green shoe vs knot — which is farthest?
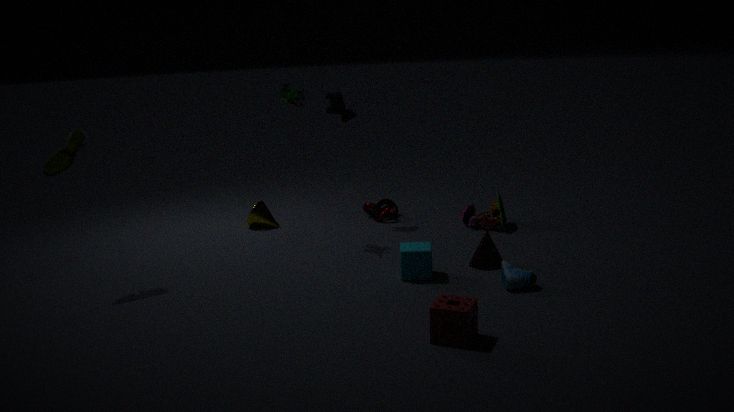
knot
